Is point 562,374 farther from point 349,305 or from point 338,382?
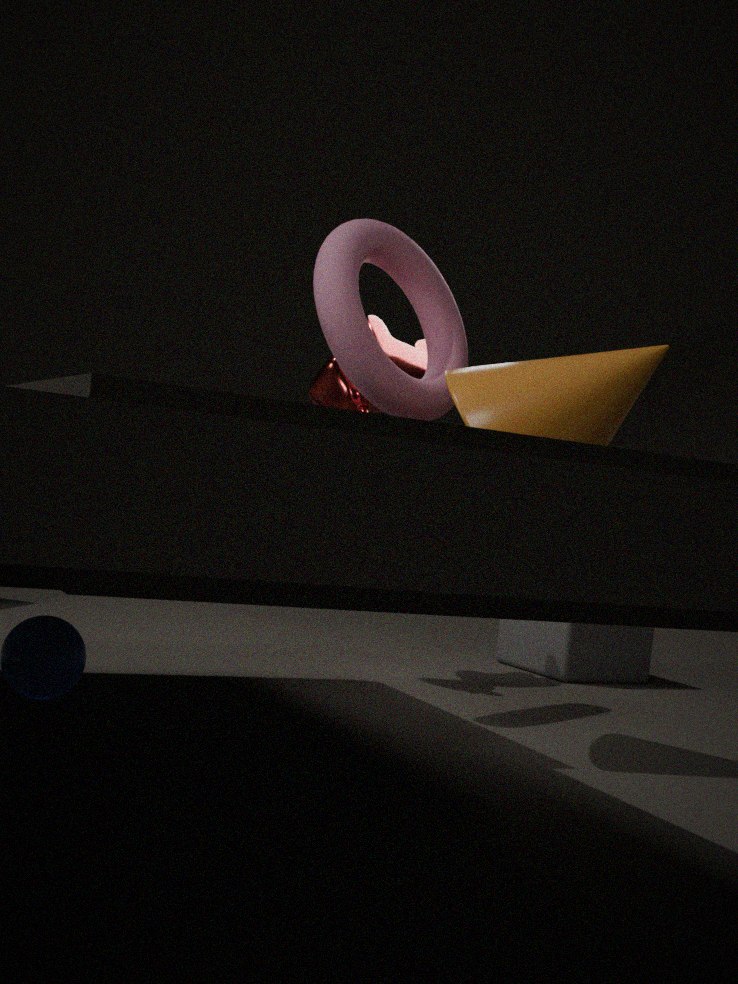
point 338,382
